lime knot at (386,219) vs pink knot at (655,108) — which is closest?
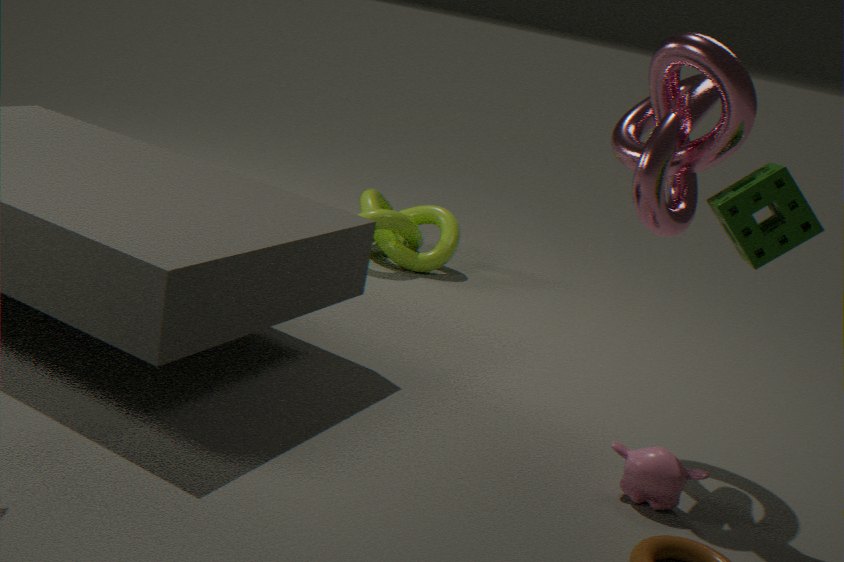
pink knot at (655,108)
